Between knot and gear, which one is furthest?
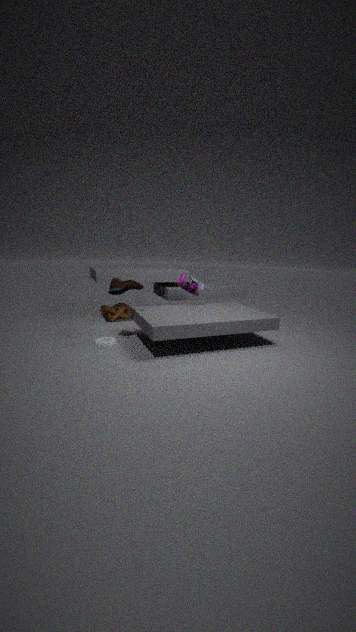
knot
